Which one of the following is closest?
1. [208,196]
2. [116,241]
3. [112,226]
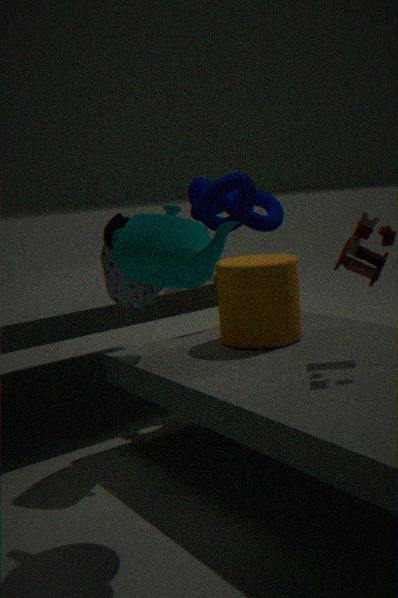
[116,241]
